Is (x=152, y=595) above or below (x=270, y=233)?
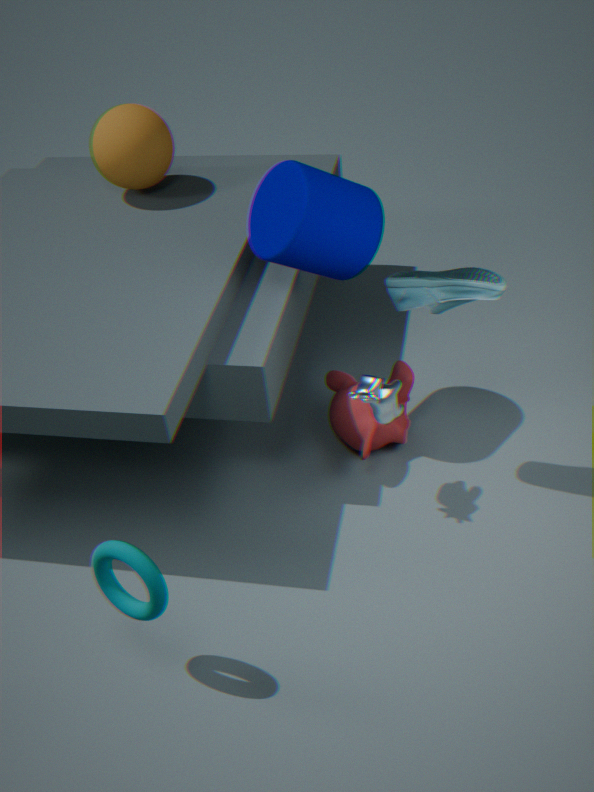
below
